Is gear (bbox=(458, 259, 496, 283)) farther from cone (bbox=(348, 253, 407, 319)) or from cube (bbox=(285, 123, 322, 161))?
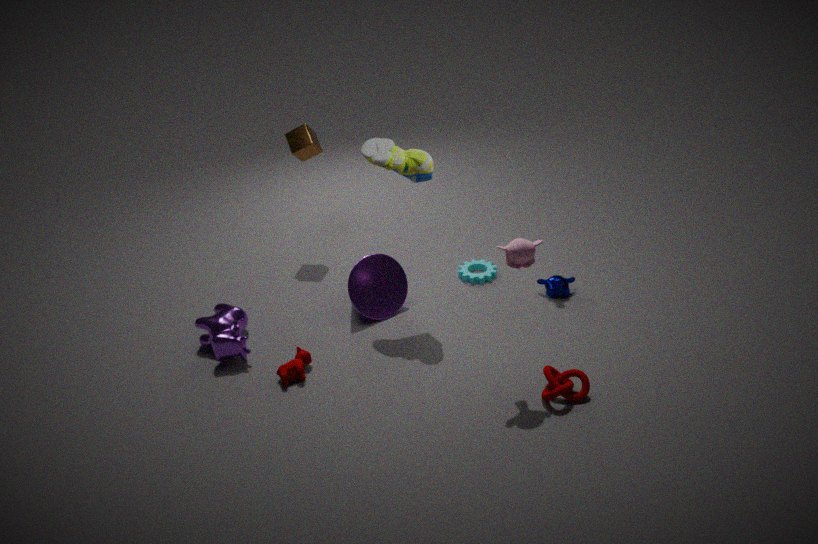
cube (bbox=(285, 123, 322, 161))
